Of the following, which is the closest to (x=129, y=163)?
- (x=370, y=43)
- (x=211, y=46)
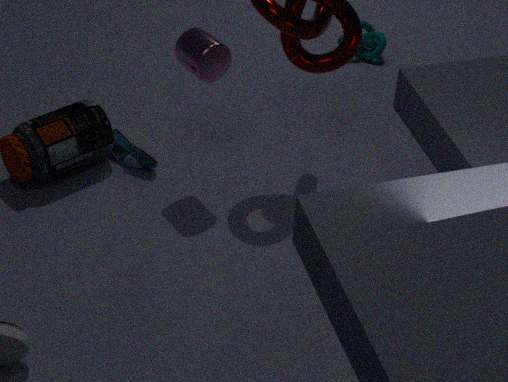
(x=211, y=46)
